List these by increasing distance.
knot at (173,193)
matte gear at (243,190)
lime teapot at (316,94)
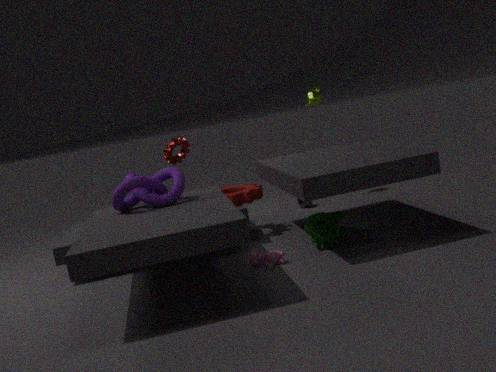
knot at (173,193) → matte gear at (243,190) → lime teapot at (316,94)
